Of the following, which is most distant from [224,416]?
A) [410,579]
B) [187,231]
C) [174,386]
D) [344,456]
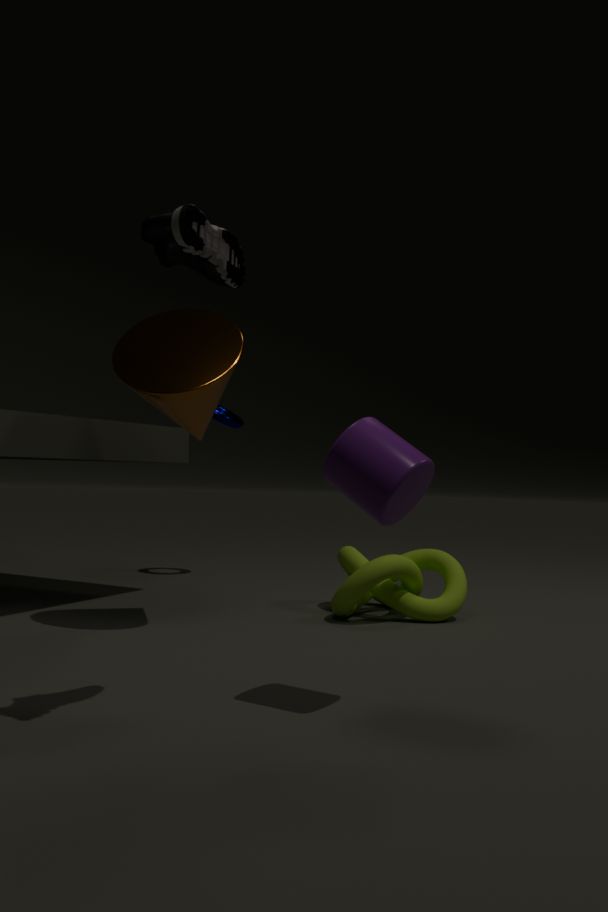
[187,231]
